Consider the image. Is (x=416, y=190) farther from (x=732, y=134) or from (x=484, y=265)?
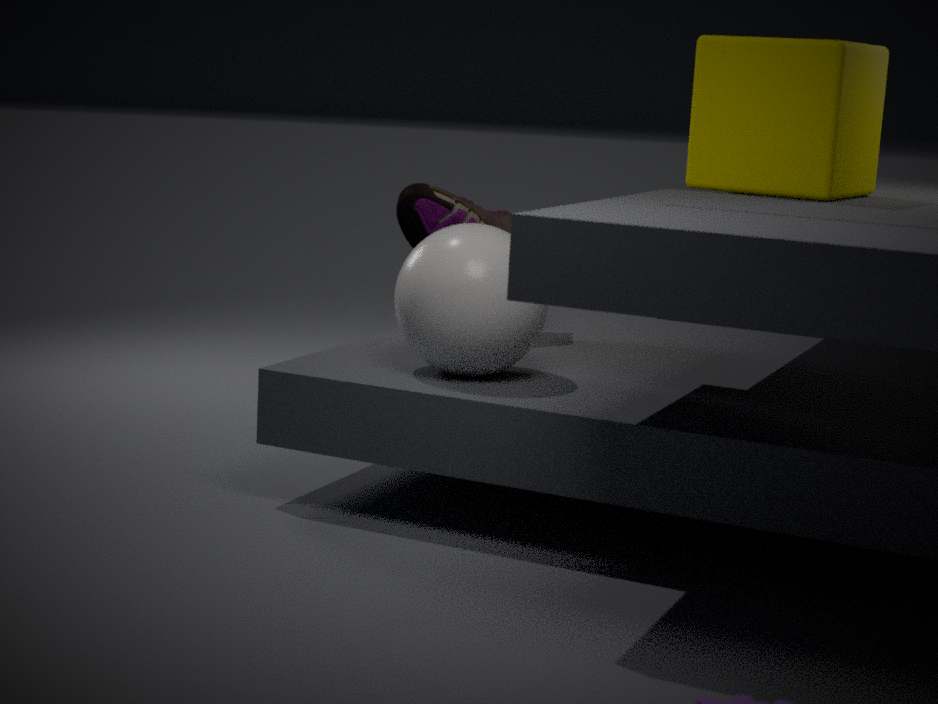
(x=732, y=134)
